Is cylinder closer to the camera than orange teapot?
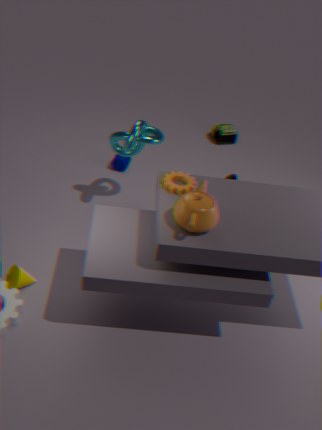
No
